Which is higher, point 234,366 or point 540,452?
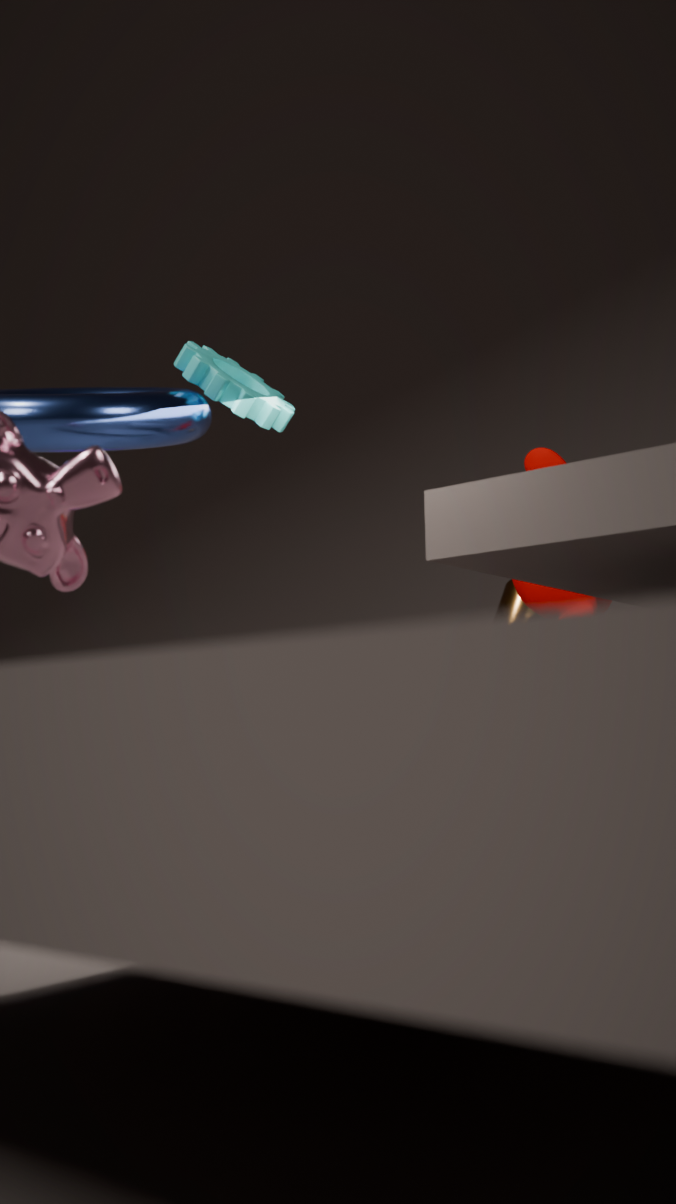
point 234,366
